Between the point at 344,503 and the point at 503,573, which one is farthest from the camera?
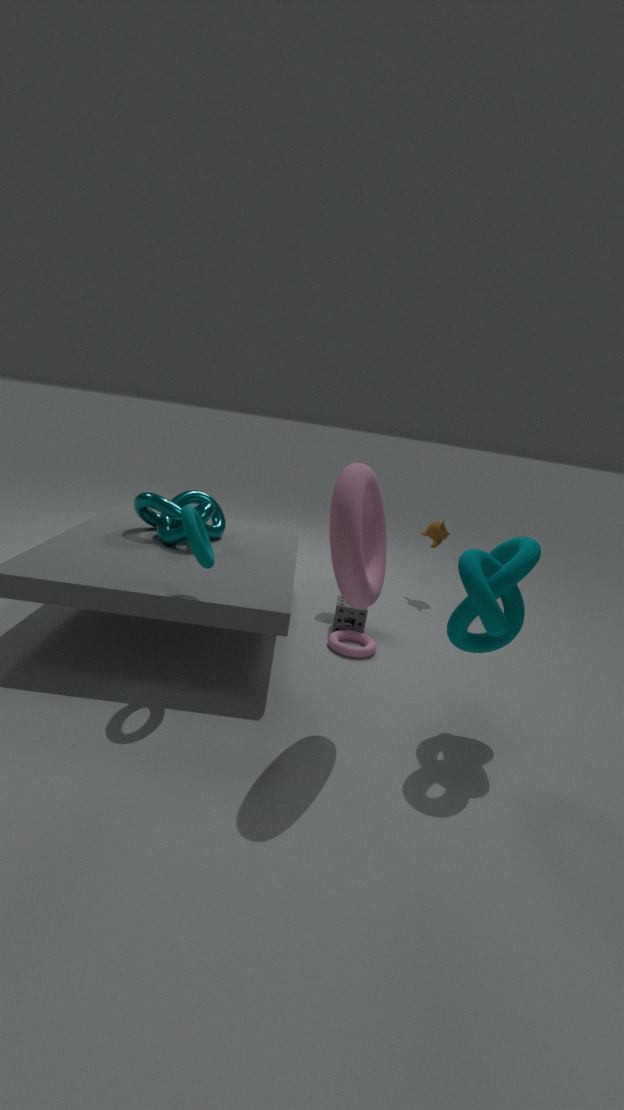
the point at 503,573
